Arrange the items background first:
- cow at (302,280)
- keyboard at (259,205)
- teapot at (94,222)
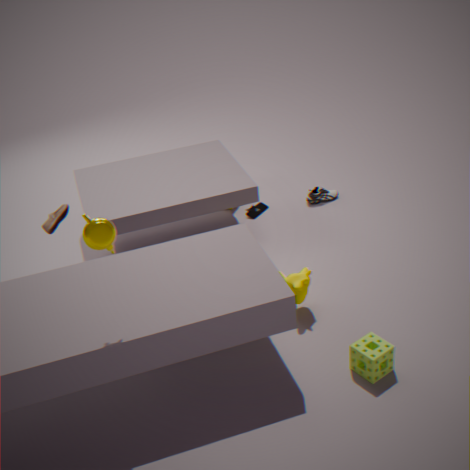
keyboard at (259,205) → cow at (302,280) → teapot at (94,222)
